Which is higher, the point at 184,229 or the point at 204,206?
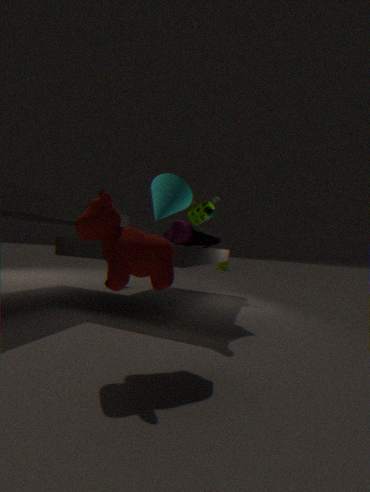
the point at 204,206
